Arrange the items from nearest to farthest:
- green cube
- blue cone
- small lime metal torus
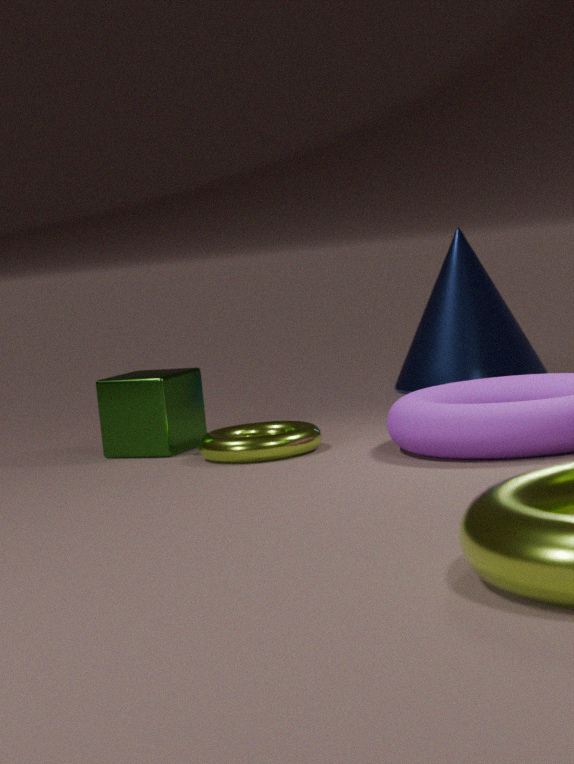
small lime metal torus
green cube
blue cone
